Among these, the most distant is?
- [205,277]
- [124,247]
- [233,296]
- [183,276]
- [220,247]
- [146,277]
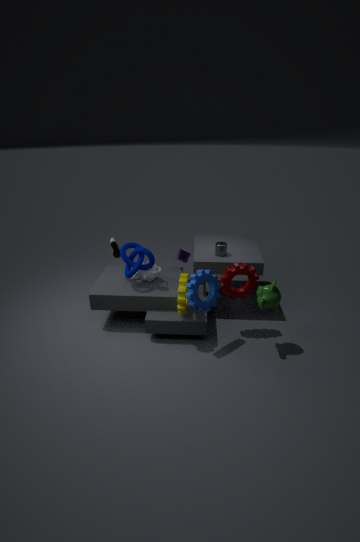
[220,247]
